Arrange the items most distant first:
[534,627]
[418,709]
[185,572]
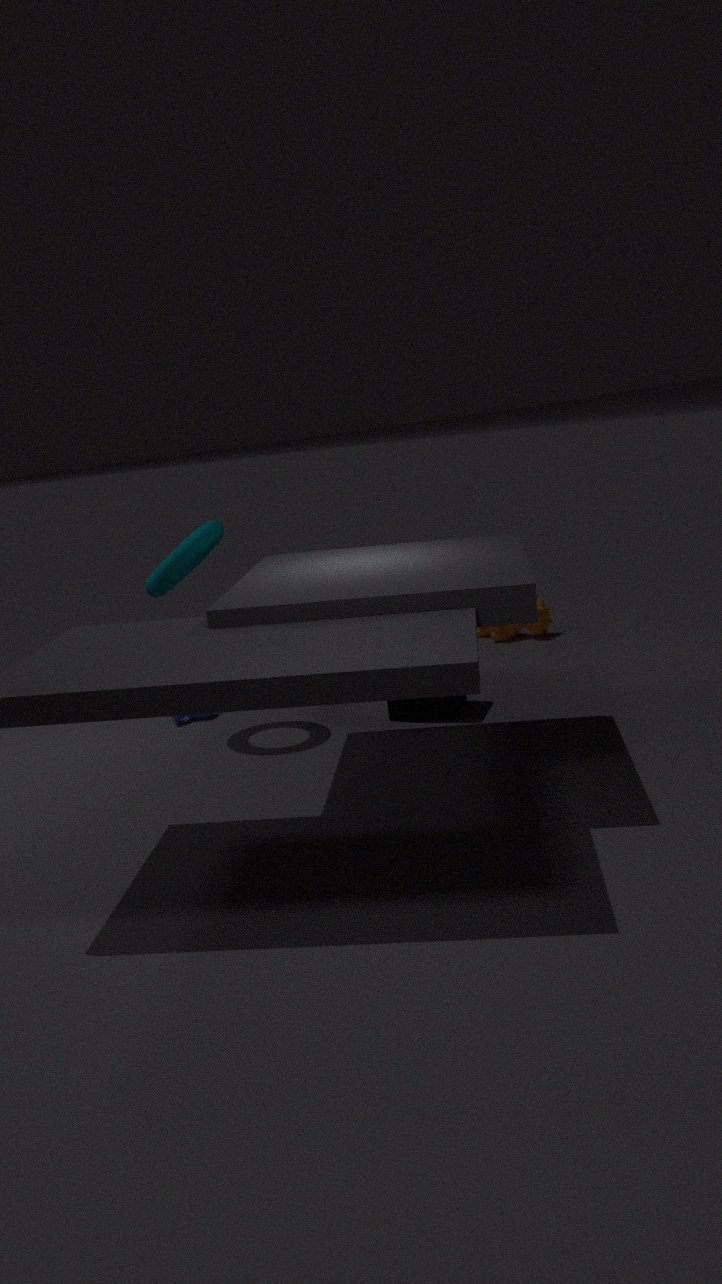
[534,627] < [185,572] < [418,709]
